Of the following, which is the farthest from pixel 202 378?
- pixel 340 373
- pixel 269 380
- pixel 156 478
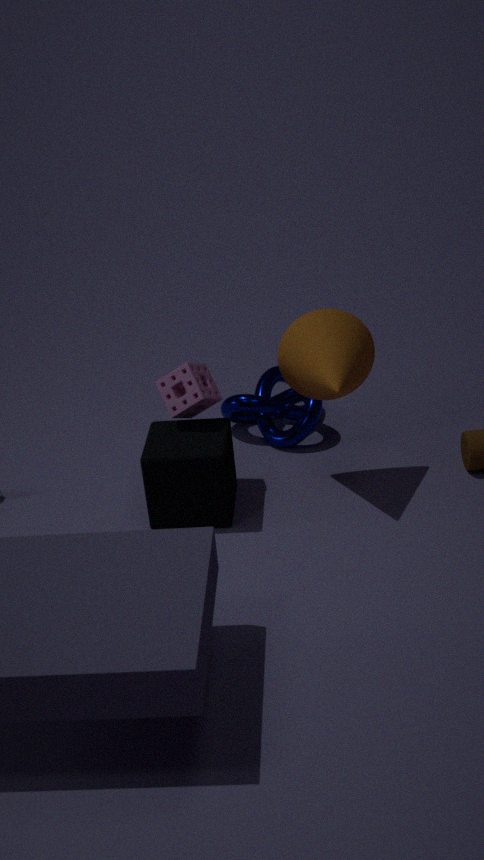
pixel 269 380
